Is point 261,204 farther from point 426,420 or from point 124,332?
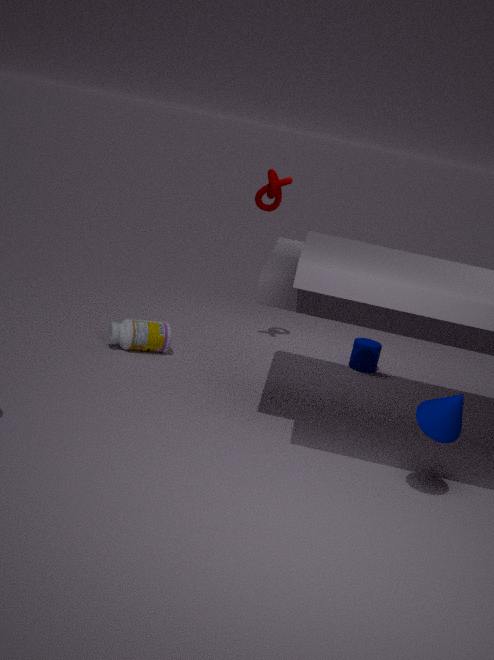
point 426,420
